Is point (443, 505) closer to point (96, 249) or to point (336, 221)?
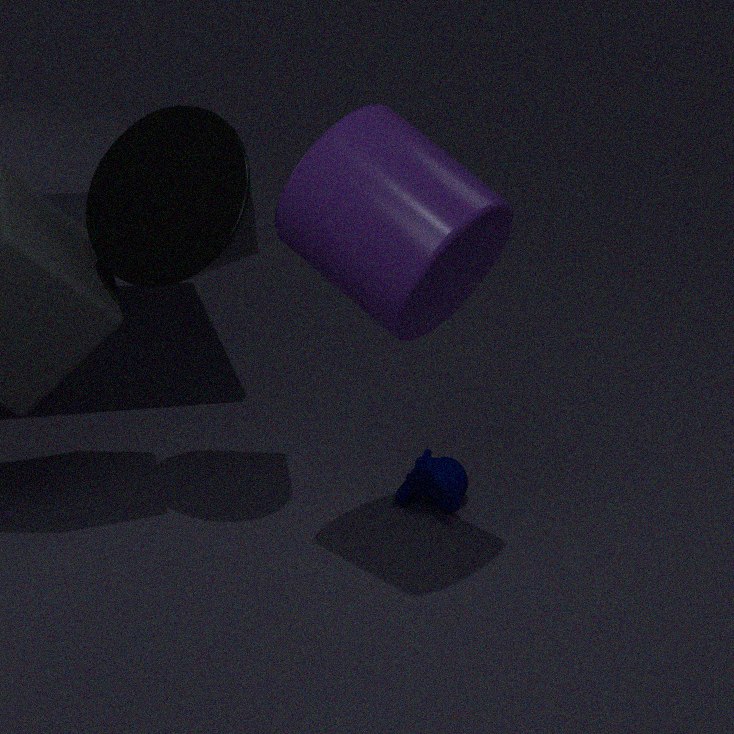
point (96, 249)
